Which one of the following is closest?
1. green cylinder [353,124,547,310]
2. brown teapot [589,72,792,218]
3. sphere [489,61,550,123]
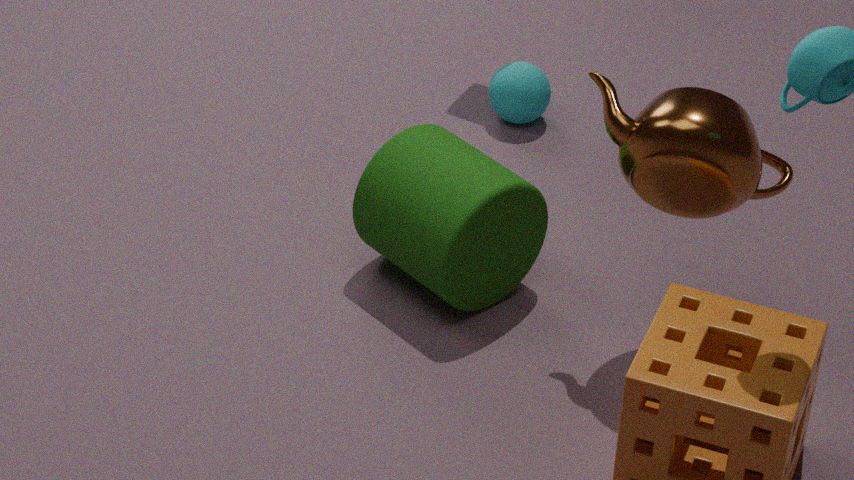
brown teapot [589,72,792,218]
